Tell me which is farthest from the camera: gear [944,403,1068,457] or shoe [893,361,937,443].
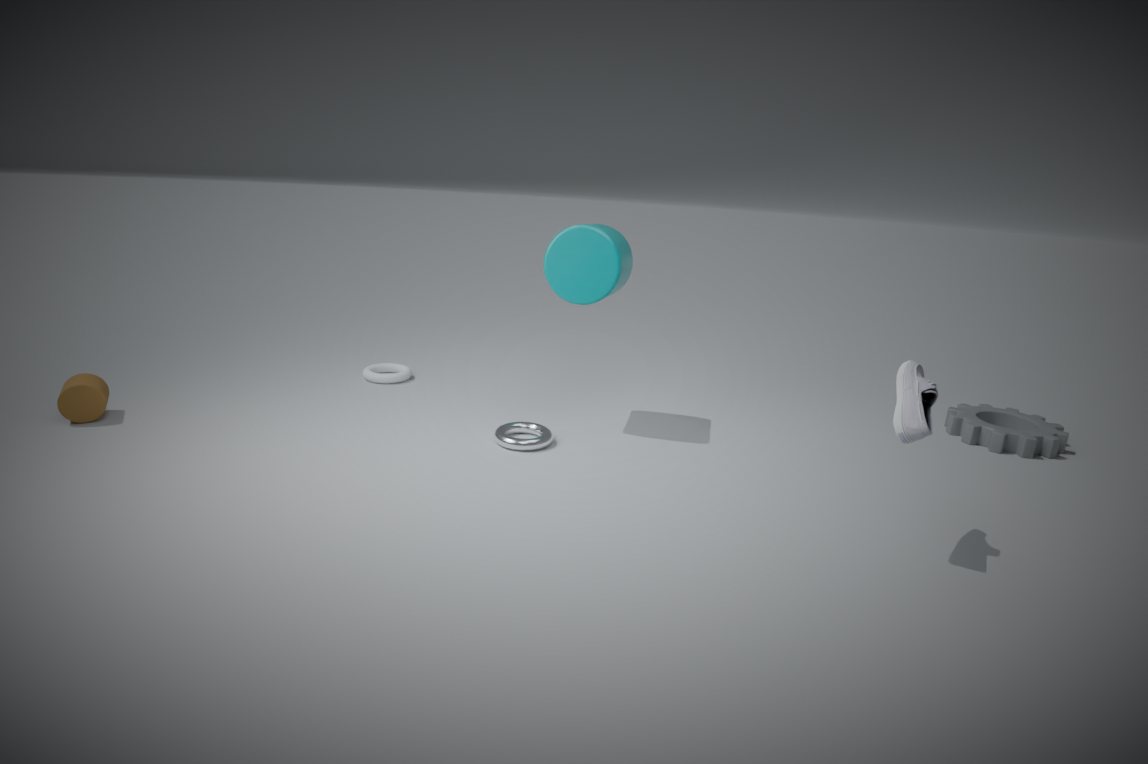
gear [944,403,1068,457]
